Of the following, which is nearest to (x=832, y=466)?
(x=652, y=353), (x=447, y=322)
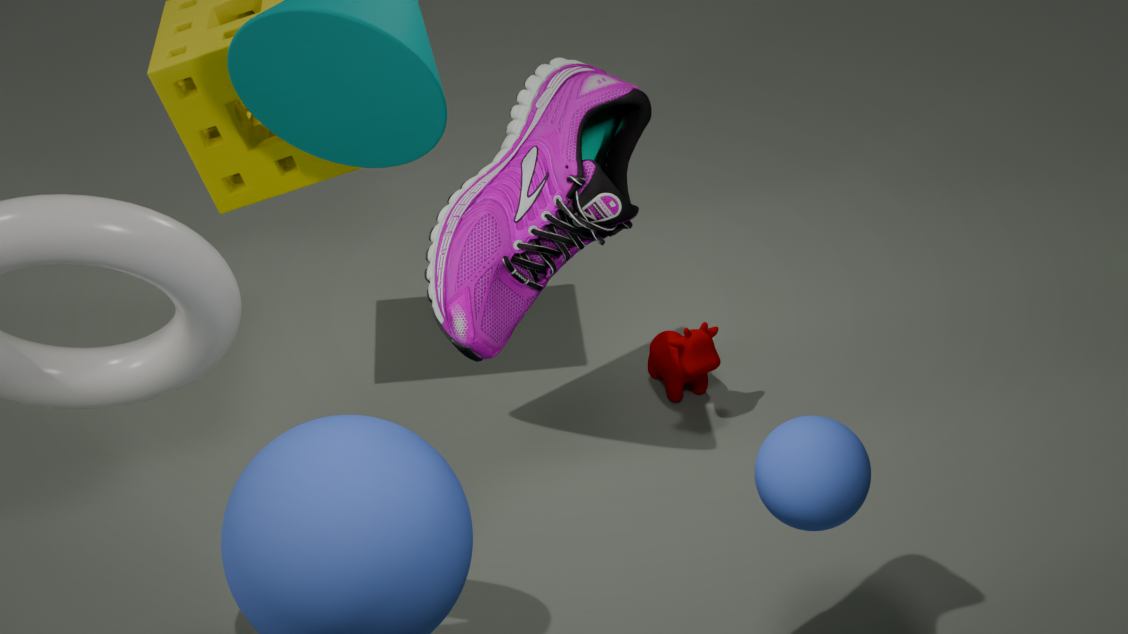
(x=447, y=322)
